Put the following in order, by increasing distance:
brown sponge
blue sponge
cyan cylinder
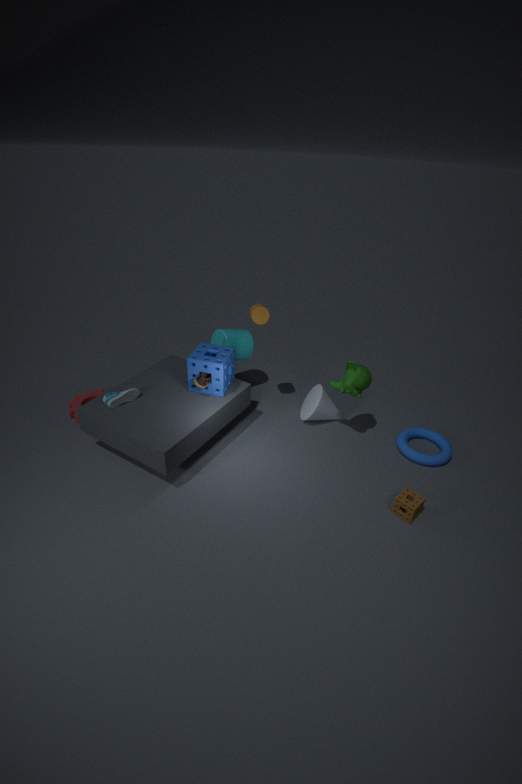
1. brown sponge
2. blue sponge
3. cyan cylinder
